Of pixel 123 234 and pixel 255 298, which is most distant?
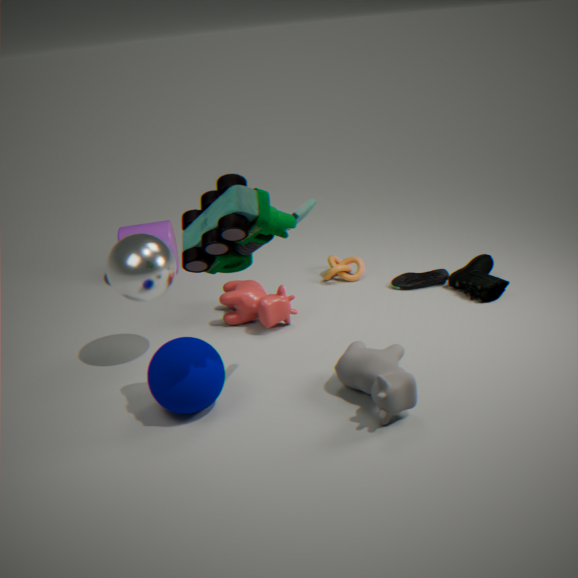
pixel 123 234
